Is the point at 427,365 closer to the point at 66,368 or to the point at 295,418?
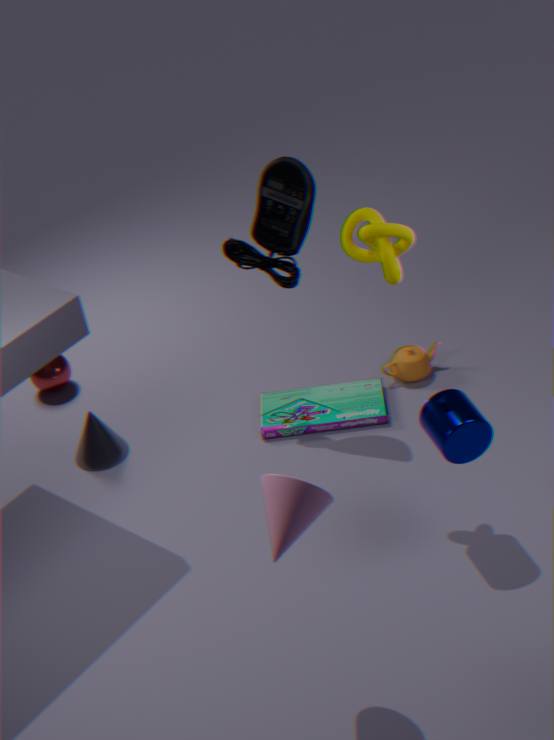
the point at 295,418
